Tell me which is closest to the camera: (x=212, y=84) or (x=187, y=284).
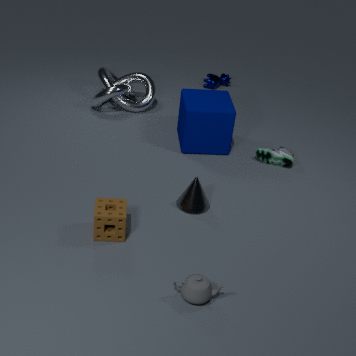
(x=187, y=284)
